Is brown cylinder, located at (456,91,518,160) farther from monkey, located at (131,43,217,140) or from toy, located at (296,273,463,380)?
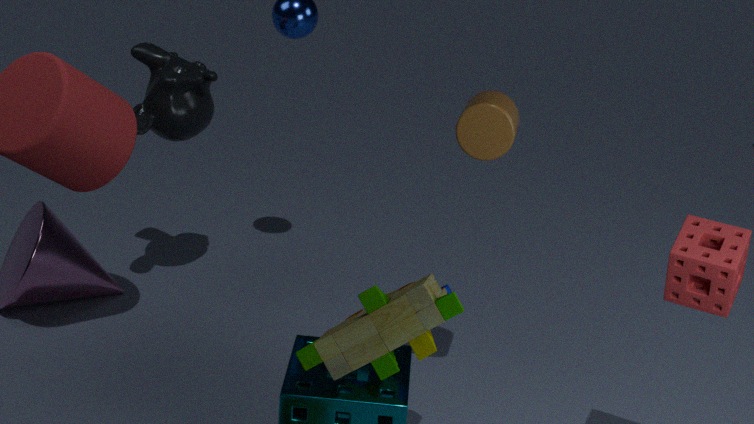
monkey, located at (131,43,217,140)
